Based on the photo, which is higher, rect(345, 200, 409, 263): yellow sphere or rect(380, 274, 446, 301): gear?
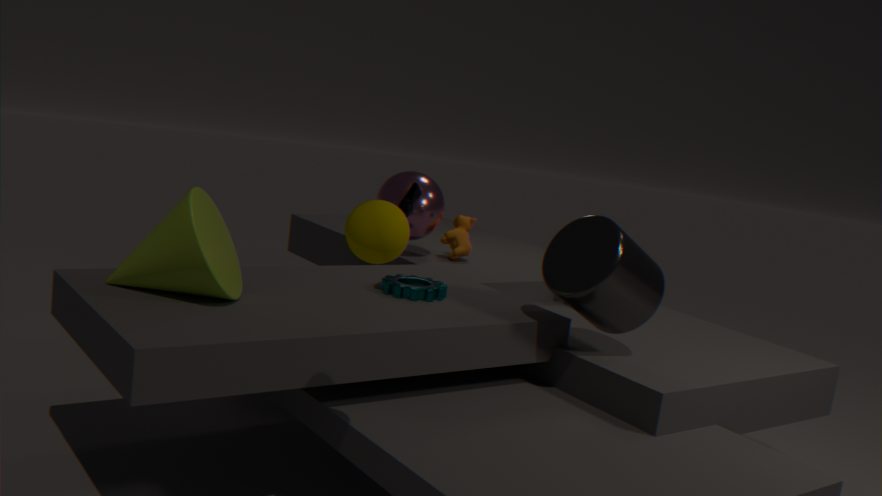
rect(345, 200, 409, 263): yellow sphere
